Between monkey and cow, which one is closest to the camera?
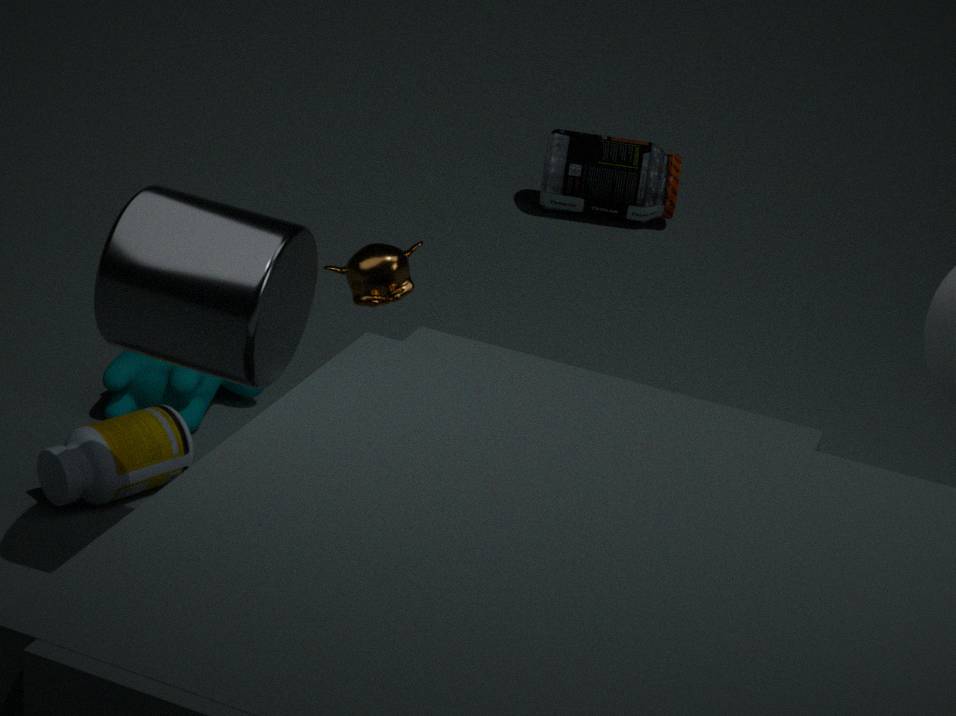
monkey
